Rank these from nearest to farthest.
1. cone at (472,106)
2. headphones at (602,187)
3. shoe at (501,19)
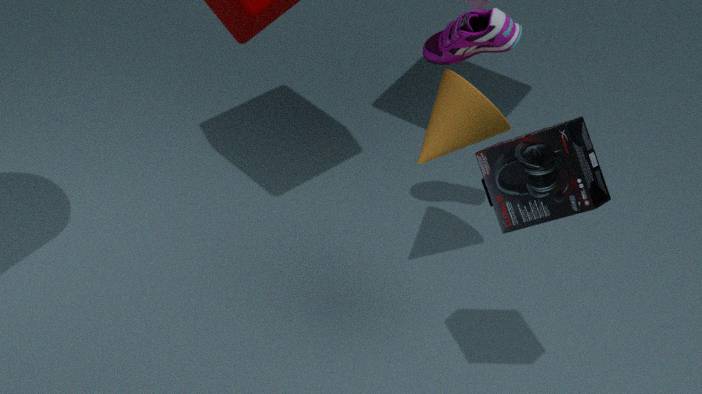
headphones at (602,187), cone at (472,106), shoe at (501,19)
